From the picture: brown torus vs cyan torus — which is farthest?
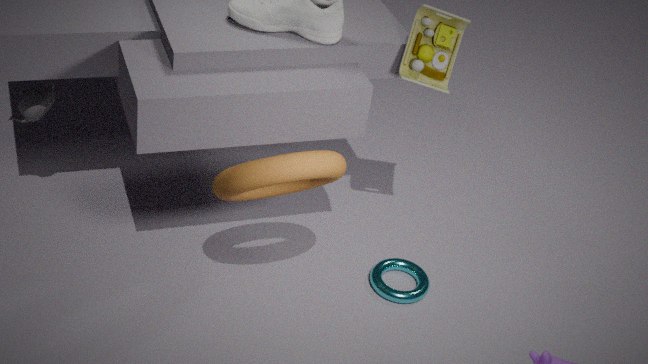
cyan torus
